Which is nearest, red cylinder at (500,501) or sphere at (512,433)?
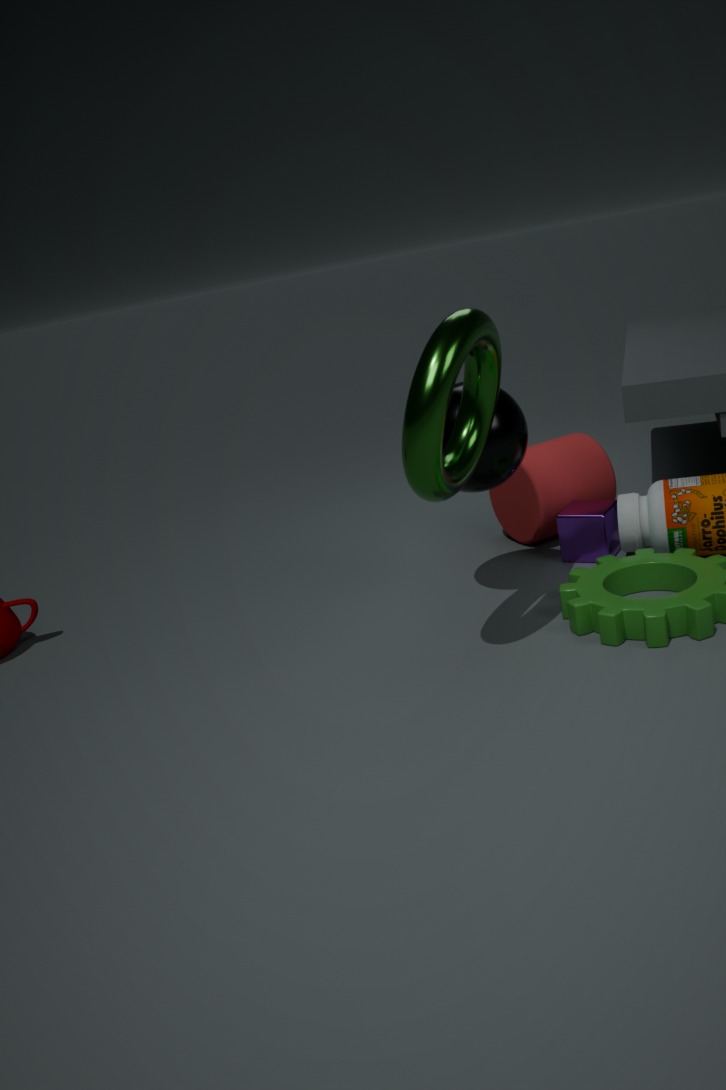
sphere at (512,433)
